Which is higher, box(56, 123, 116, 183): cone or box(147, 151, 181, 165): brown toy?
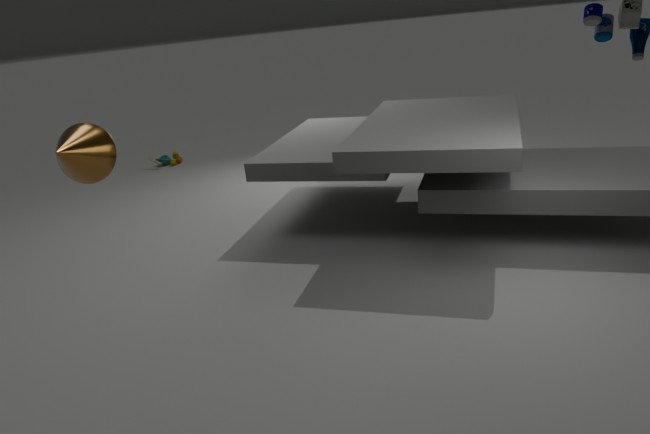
box(56, 123, 116, 183): cone
